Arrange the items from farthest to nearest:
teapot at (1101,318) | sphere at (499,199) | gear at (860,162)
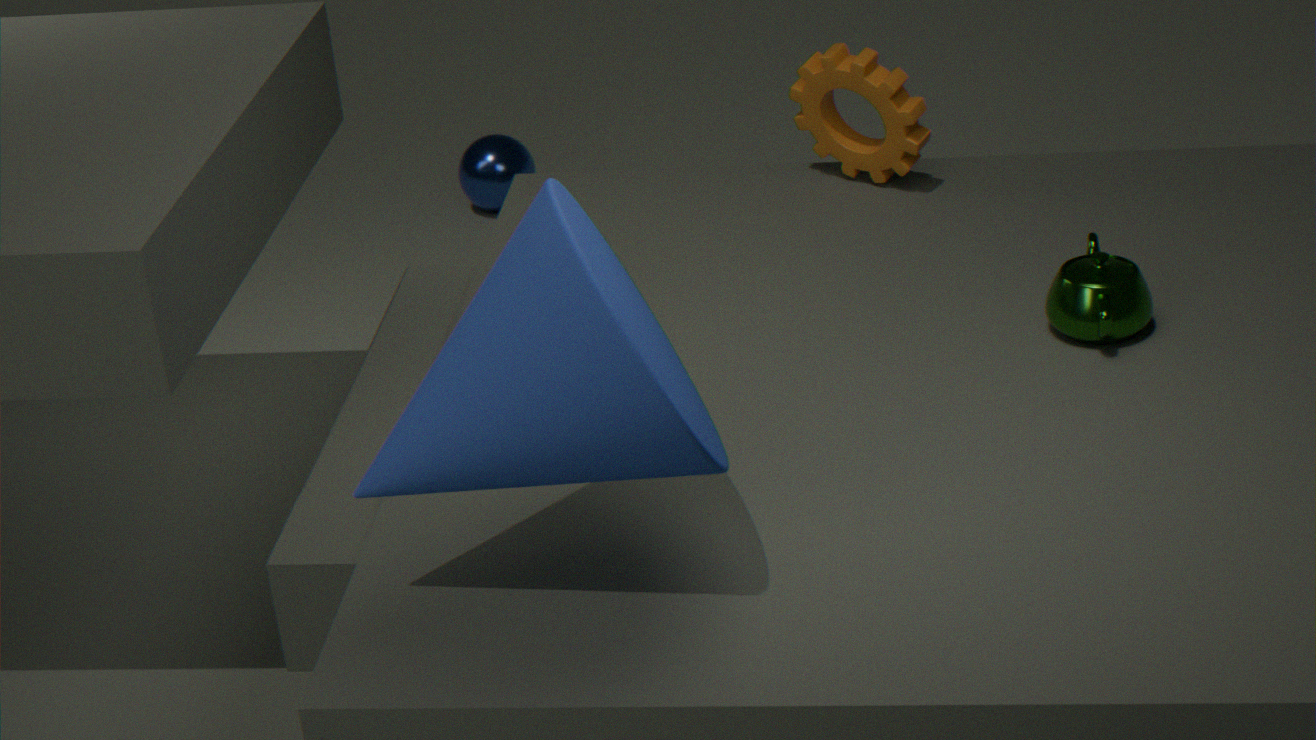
sphere at (499,199)
gear at (860,162)
teapot at (1101,318)
